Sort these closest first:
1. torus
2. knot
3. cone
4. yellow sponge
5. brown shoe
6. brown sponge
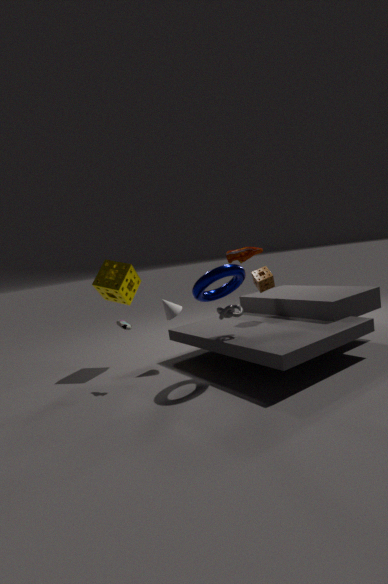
torus → knot → brown shoe → brown sponge → cone → yellow sponge
